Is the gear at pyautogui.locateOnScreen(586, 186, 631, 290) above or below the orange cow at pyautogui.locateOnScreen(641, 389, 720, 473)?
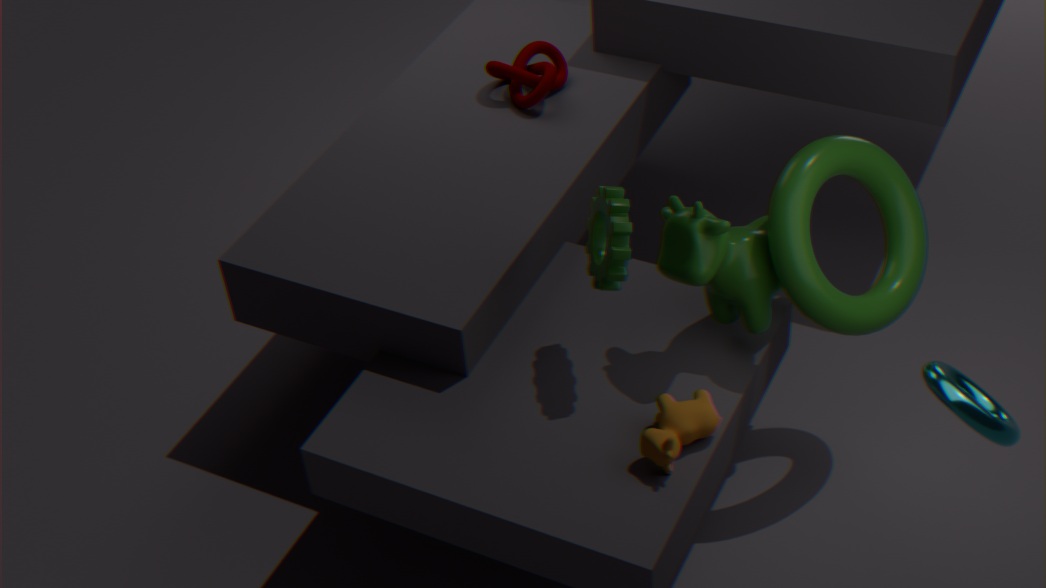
above
